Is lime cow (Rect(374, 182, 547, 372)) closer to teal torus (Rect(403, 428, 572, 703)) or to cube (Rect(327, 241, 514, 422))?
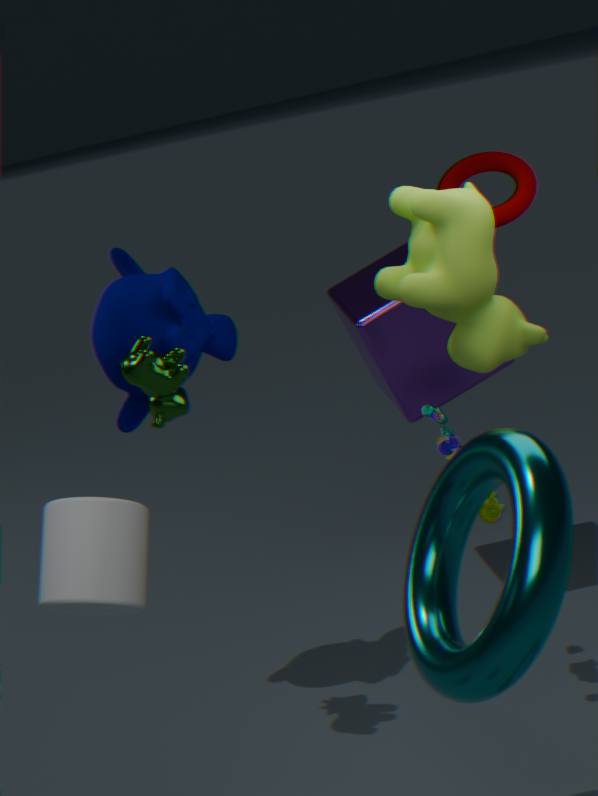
cube (Rect(327, 241, 514, 422))
